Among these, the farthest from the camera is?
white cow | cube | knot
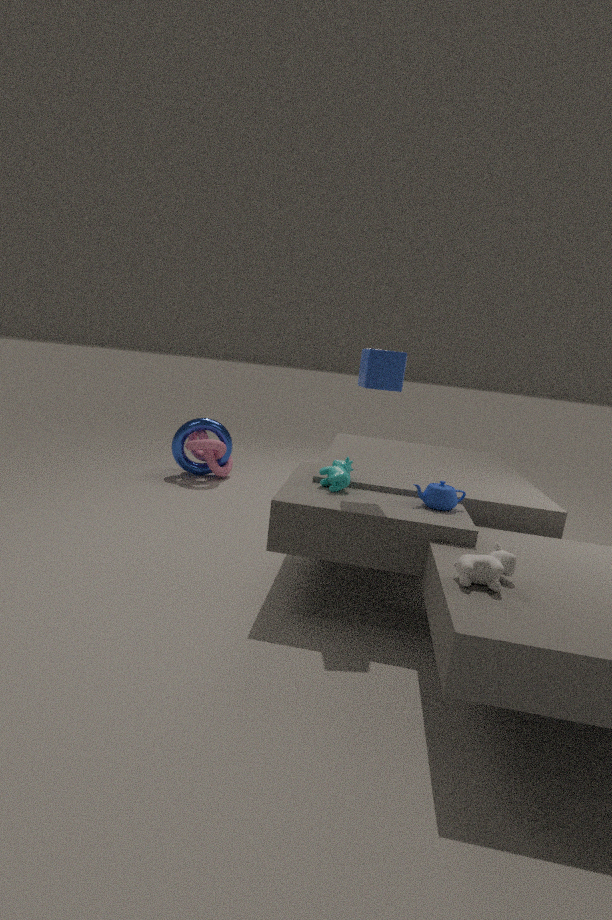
knot
